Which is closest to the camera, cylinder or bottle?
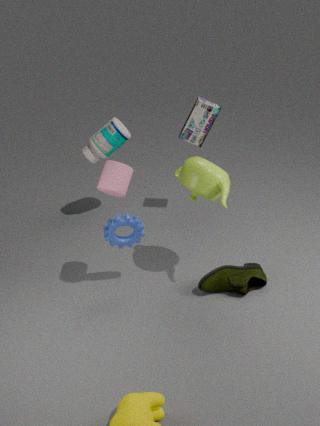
cylinder
